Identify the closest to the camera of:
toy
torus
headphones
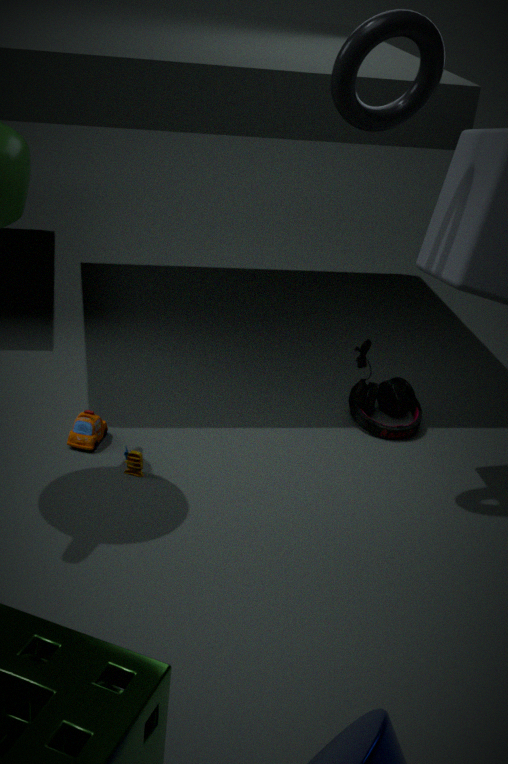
torus
